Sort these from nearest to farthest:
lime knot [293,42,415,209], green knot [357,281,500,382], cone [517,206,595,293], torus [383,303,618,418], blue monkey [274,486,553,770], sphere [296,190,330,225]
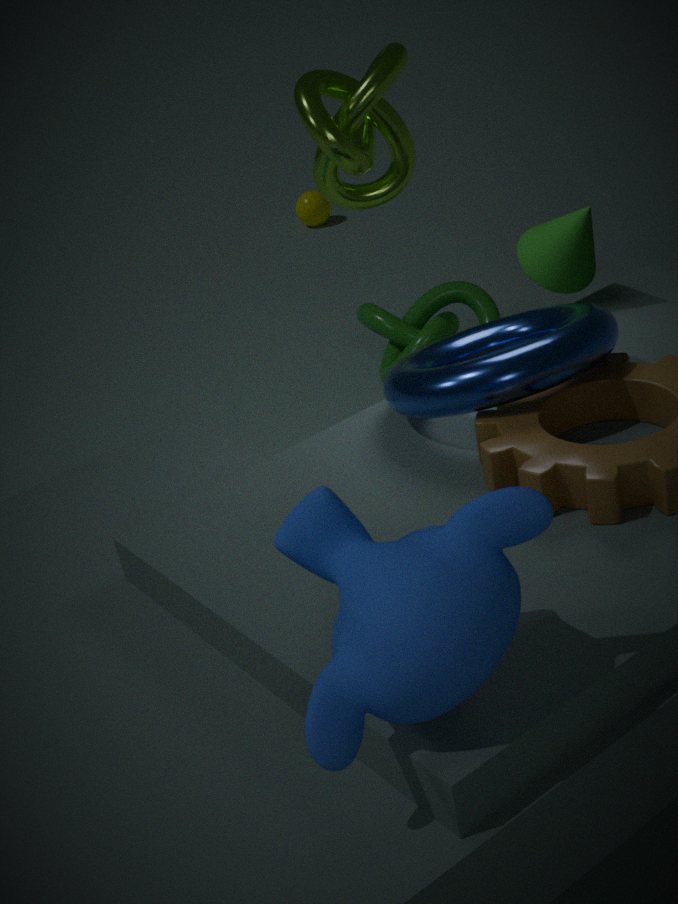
blue monkey [274,486,553,770] → torus [383,303,618,418] → cone [517,206,595,293] → lime knot [293,42,415,209] → green knot [357,281,500,382] → sphere [296,190,330,225]
